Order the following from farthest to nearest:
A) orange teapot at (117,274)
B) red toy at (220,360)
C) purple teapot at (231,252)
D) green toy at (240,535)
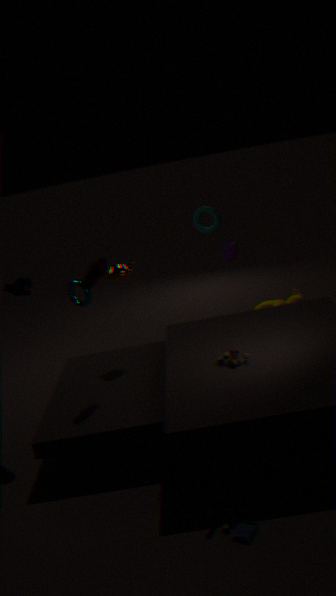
purple teapot at (231,252) → orange teapot at (117,274) → red toy at (220,360) → green toy at (240,535)
